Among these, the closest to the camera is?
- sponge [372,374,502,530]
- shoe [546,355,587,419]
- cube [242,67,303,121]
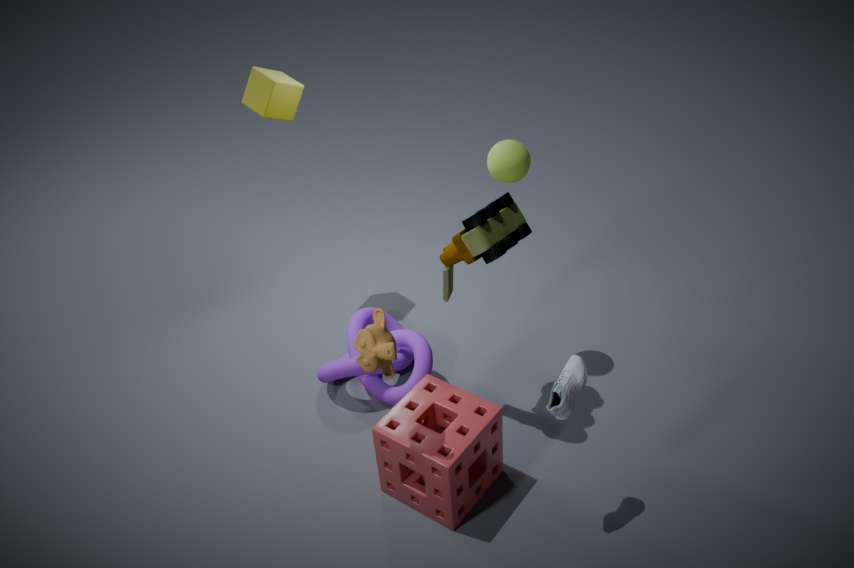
shoe [546,355,587,419]
